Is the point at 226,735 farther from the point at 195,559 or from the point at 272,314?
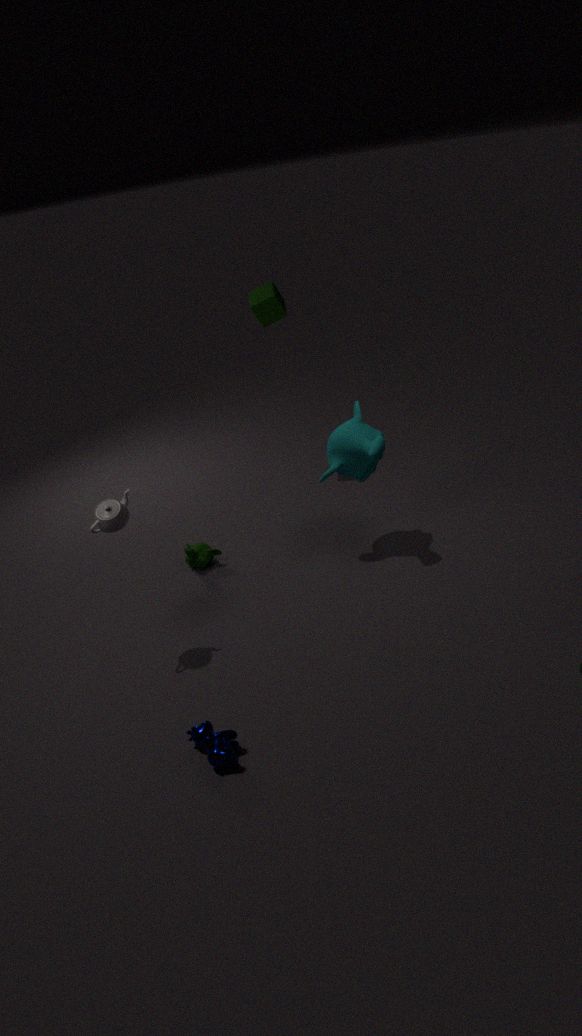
the point at 272,314
